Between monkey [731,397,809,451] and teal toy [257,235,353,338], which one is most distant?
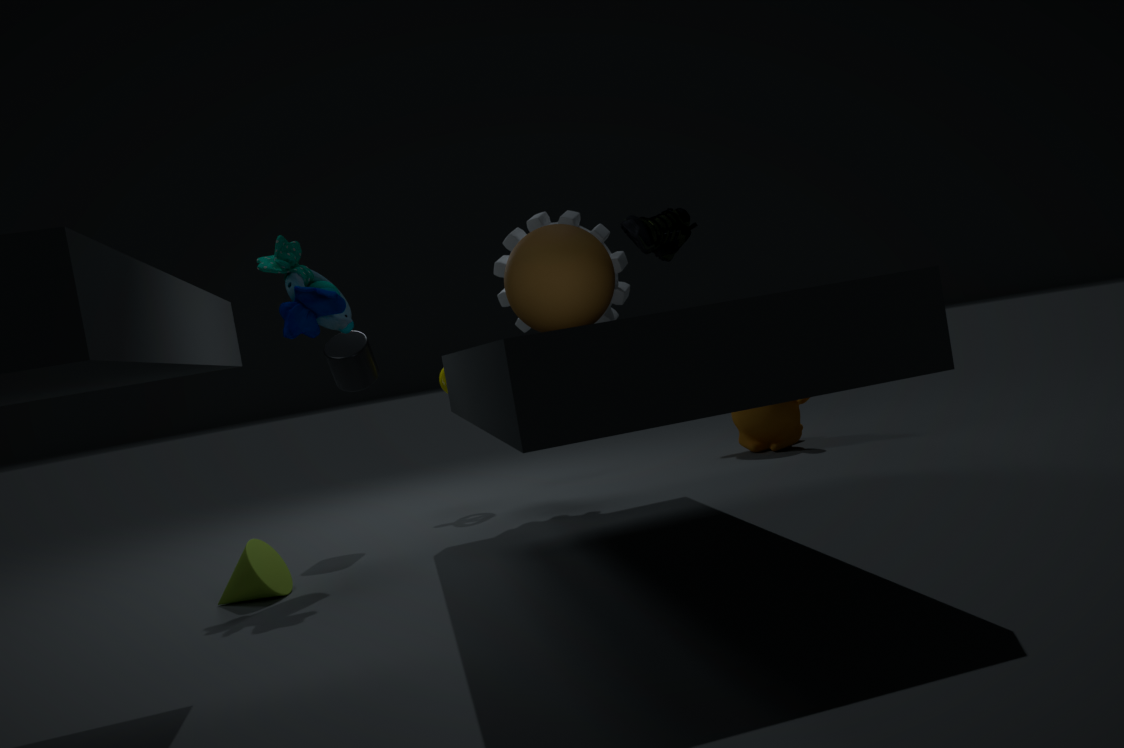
monkey [731,397,809,451]
